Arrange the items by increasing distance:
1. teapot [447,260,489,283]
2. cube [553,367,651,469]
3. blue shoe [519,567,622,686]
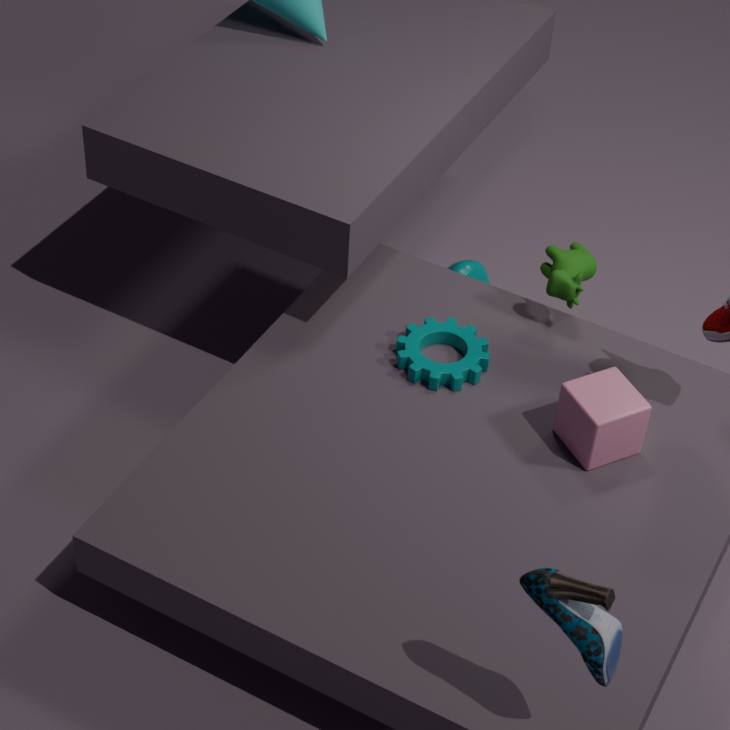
blue shoe [519,567,622,686], cube [553,367,651,469], teapot [447,260,489,283]
